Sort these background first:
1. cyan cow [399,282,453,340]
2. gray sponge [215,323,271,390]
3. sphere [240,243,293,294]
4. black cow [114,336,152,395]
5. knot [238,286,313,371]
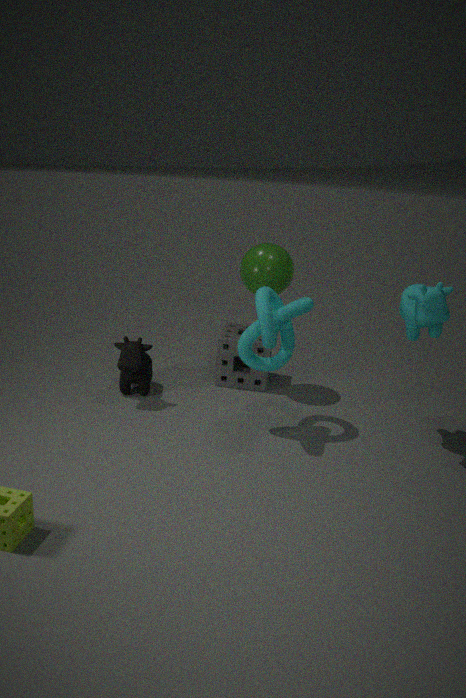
A: gray sponge [215,323,271,390], sphere [240,243,293,294], black cow [114,336,152,395], knot [238,286,313,371], cyan cow [399,282,453,340]
